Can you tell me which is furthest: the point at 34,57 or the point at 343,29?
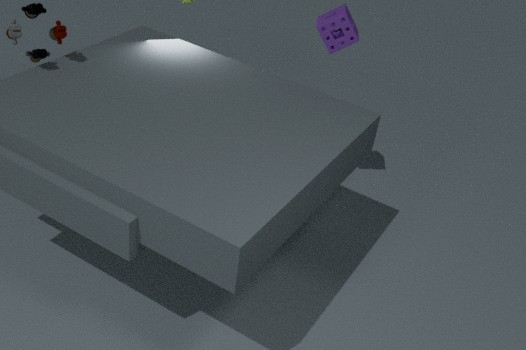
the point at 343,29
